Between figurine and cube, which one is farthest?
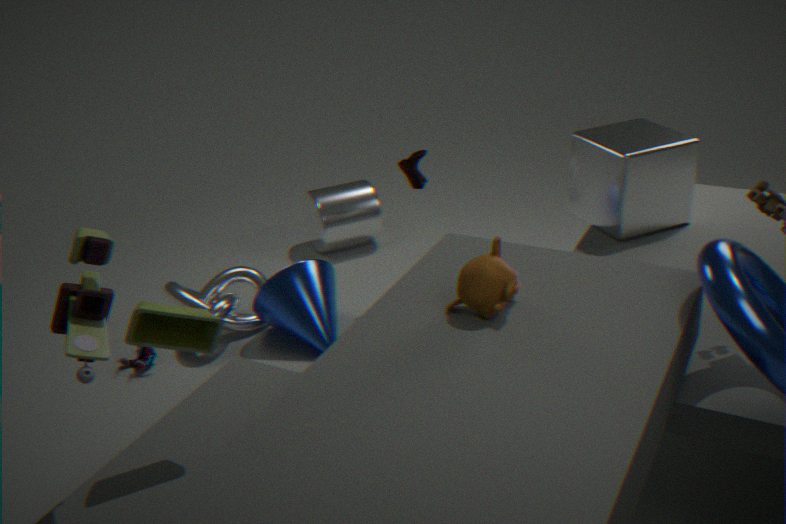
figurine
